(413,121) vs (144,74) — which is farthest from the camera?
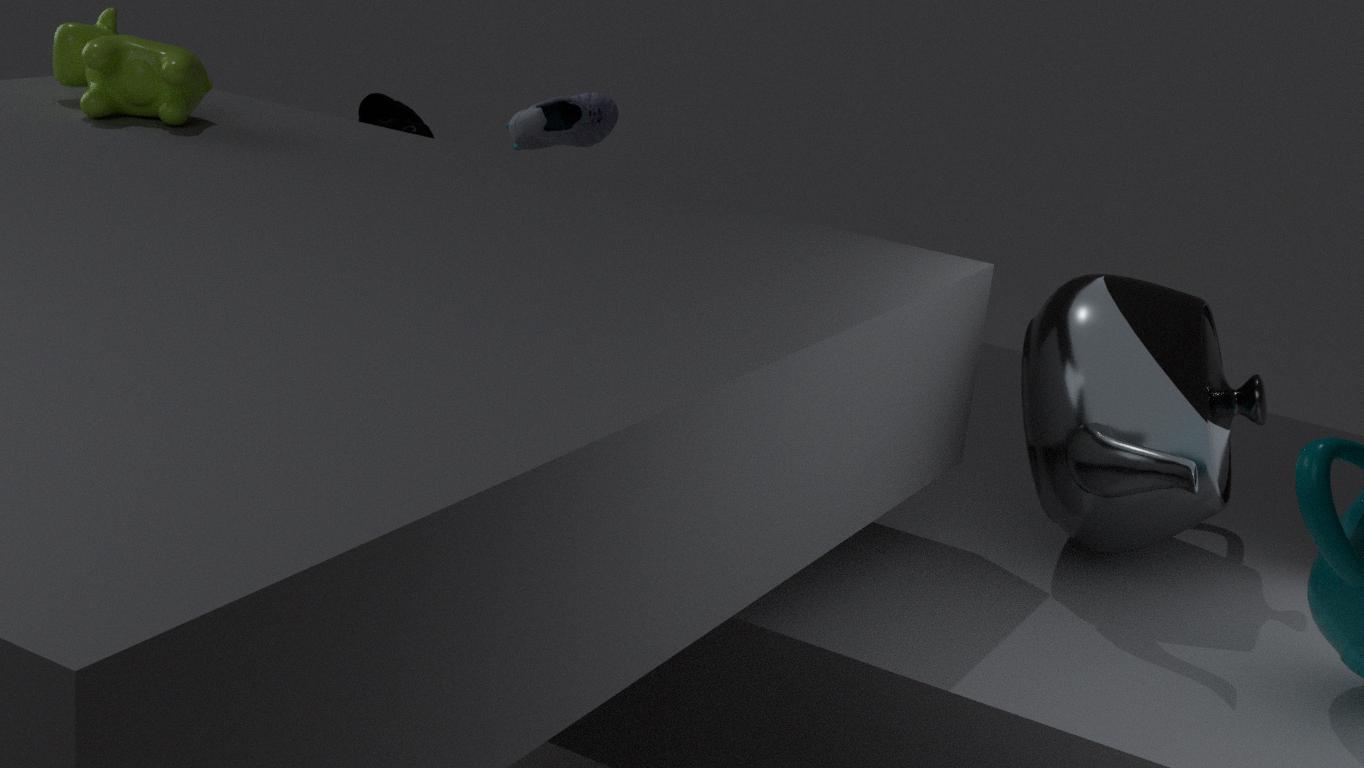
(413,121)
